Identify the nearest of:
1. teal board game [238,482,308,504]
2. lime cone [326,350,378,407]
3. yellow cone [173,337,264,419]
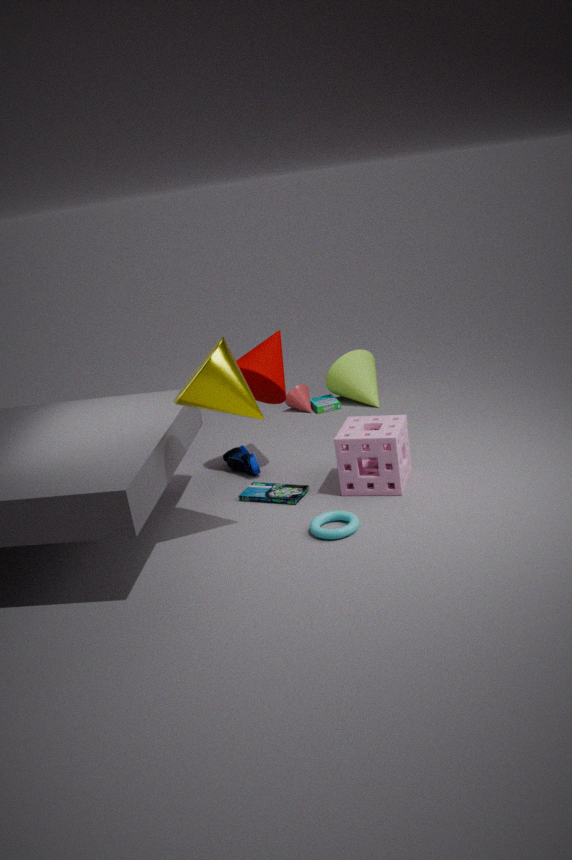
yellow cone [173,337,264,419]
